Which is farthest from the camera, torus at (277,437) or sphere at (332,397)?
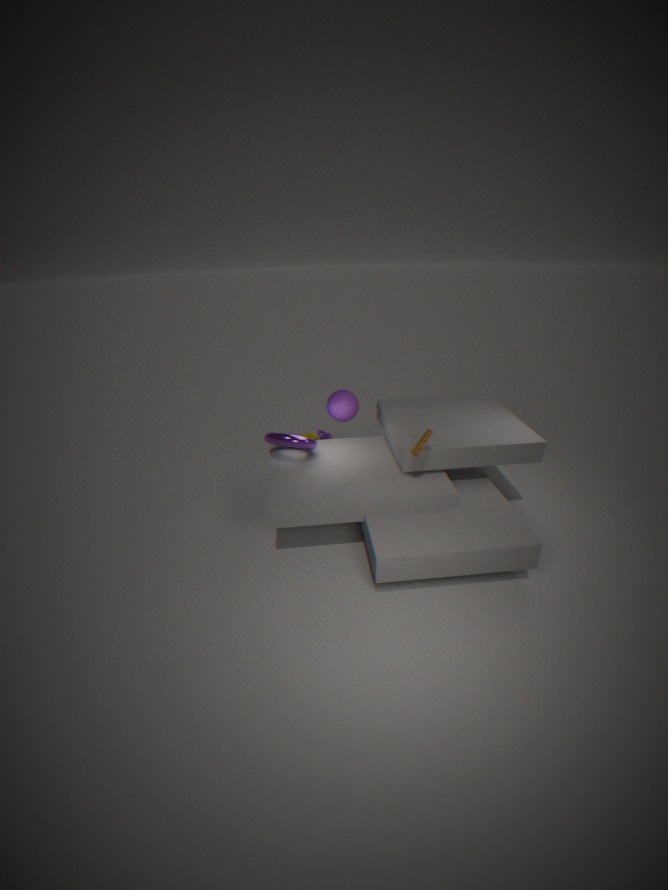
sphere at (332,397)
